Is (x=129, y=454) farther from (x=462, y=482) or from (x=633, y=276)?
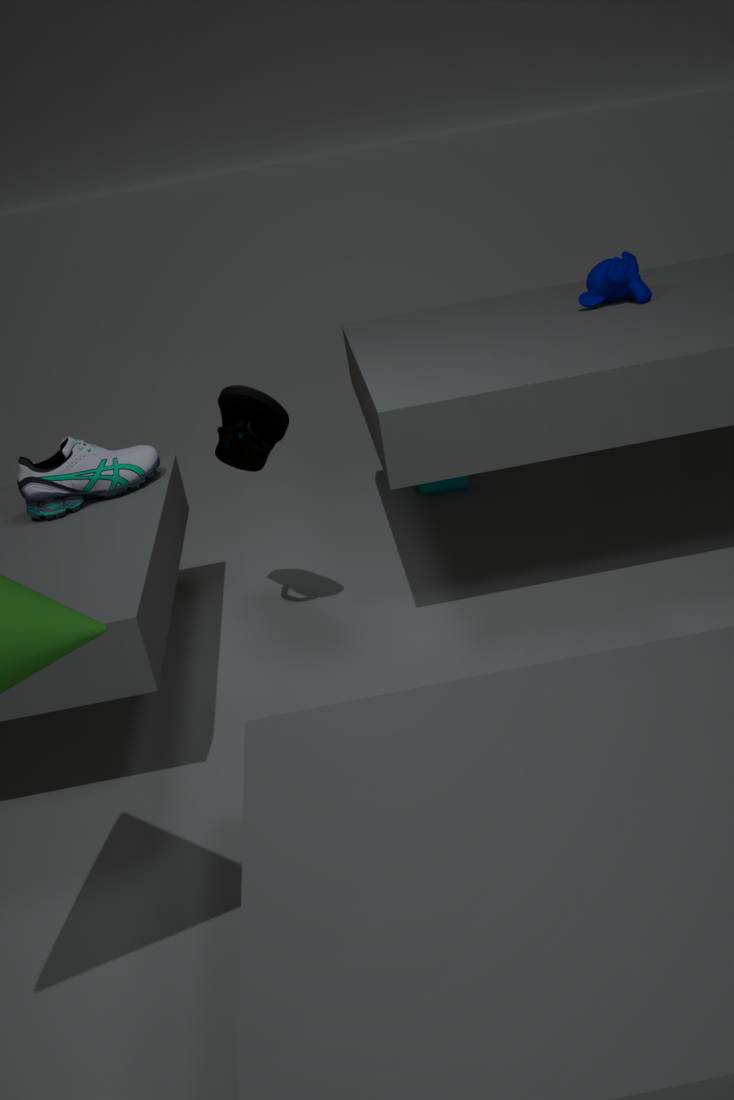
(x=633, y=276)
